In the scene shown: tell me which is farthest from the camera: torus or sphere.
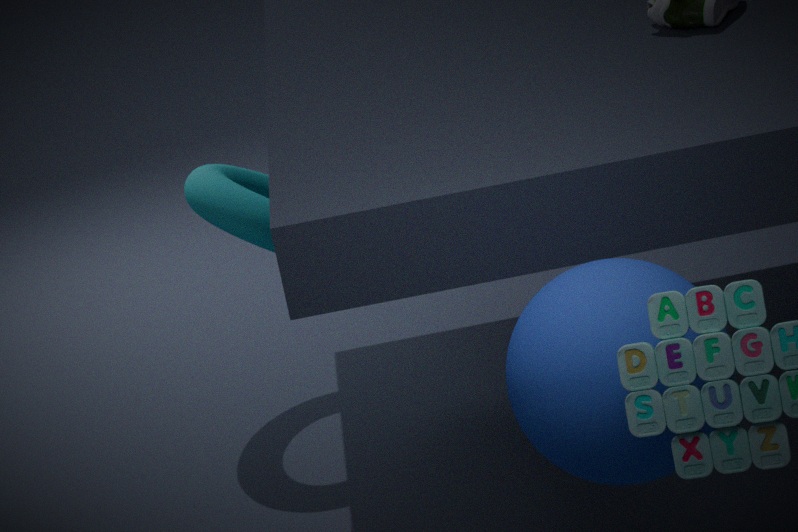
torus
